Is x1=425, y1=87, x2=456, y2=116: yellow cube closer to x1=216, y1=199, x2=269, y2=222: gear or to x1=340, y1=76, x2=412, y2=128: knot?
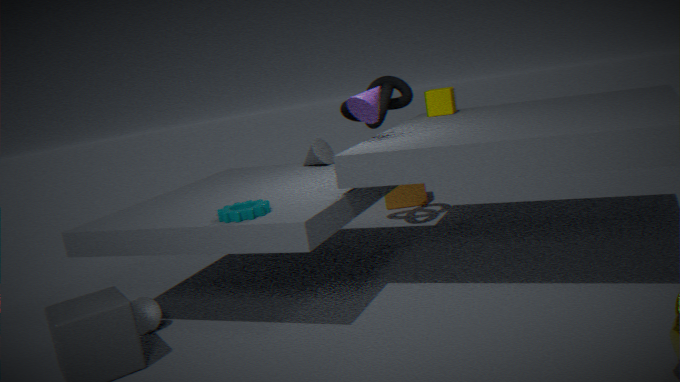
x1=340, y1=76, x2=412, y2=128: knot
